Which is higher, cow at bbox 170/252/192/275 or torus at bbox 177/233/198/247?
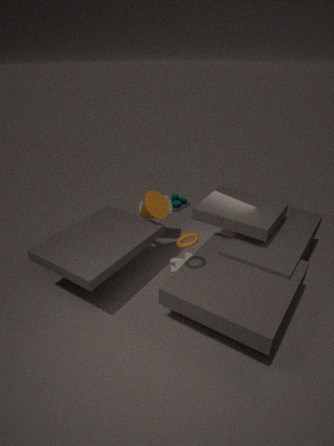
torus at bbox 177/233/198/247
